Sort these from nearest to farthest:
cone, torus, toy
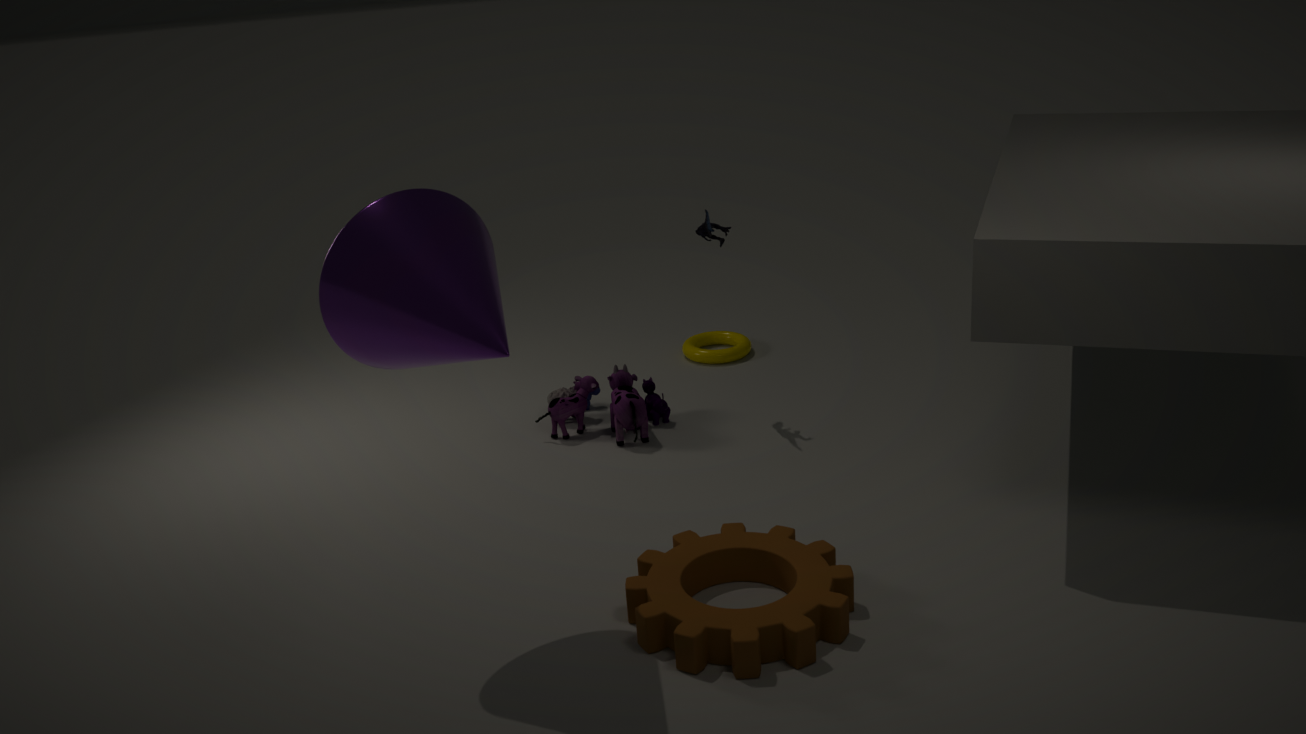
cone
toy
torus
